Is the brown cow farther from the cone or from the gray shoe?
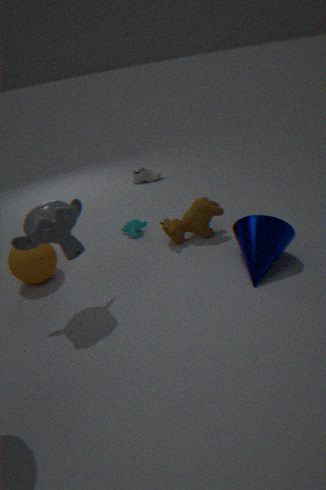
the gray shoe
